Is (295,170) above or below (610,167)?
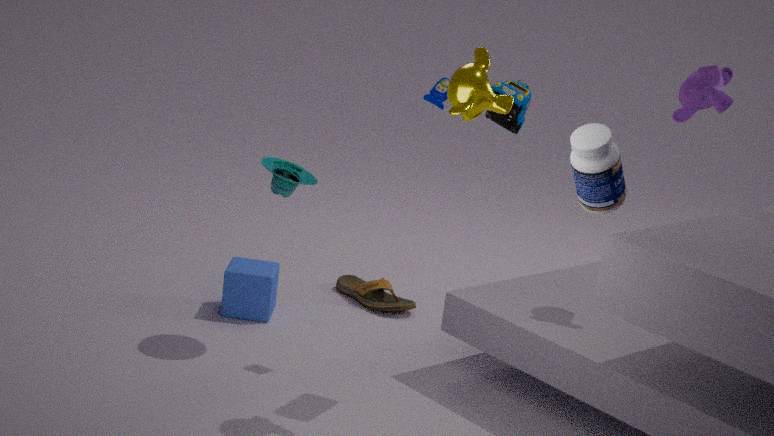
below
